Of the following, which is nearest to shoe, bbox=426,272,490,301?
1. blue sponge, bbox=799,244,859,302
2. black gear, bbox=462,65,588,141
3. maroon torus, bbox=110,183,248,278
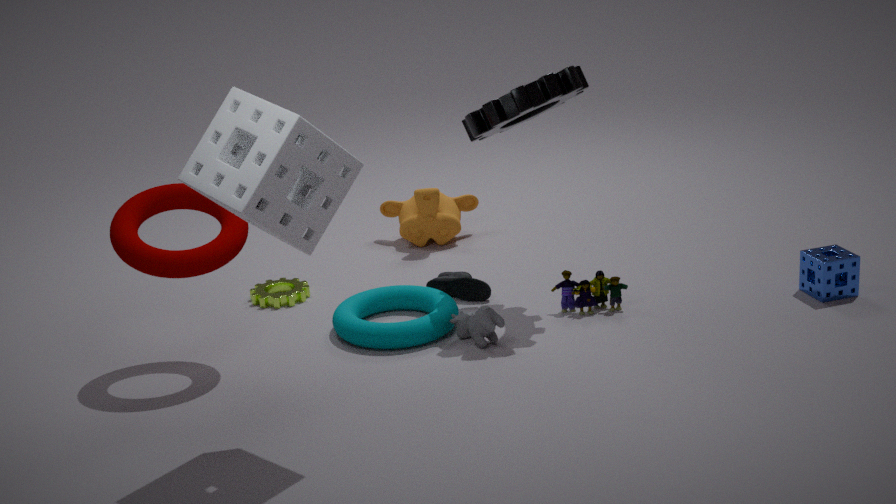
black gear, bbox=462,65,588,141
